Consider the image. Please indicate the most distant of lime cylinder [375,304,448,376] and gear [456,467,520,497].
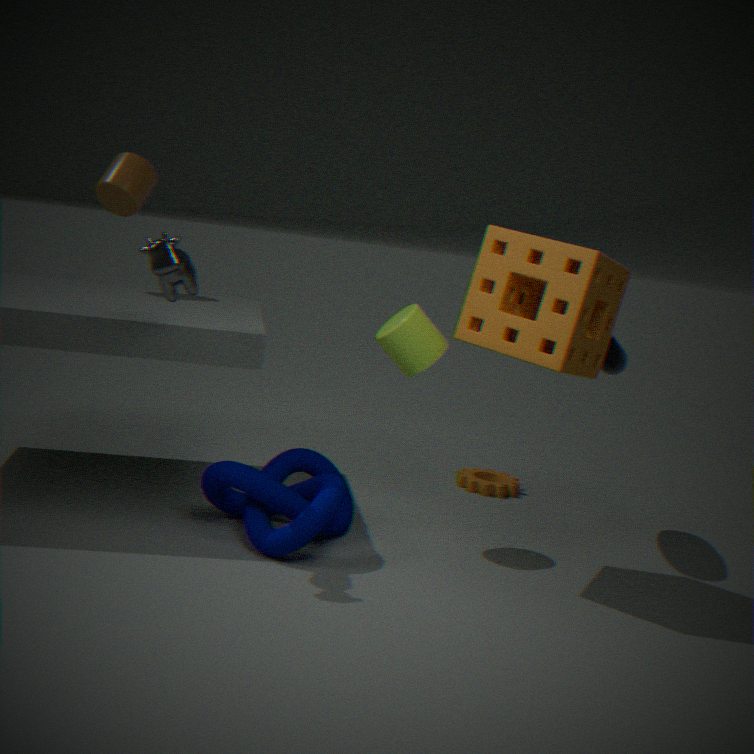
gear [456,467,520,497]
